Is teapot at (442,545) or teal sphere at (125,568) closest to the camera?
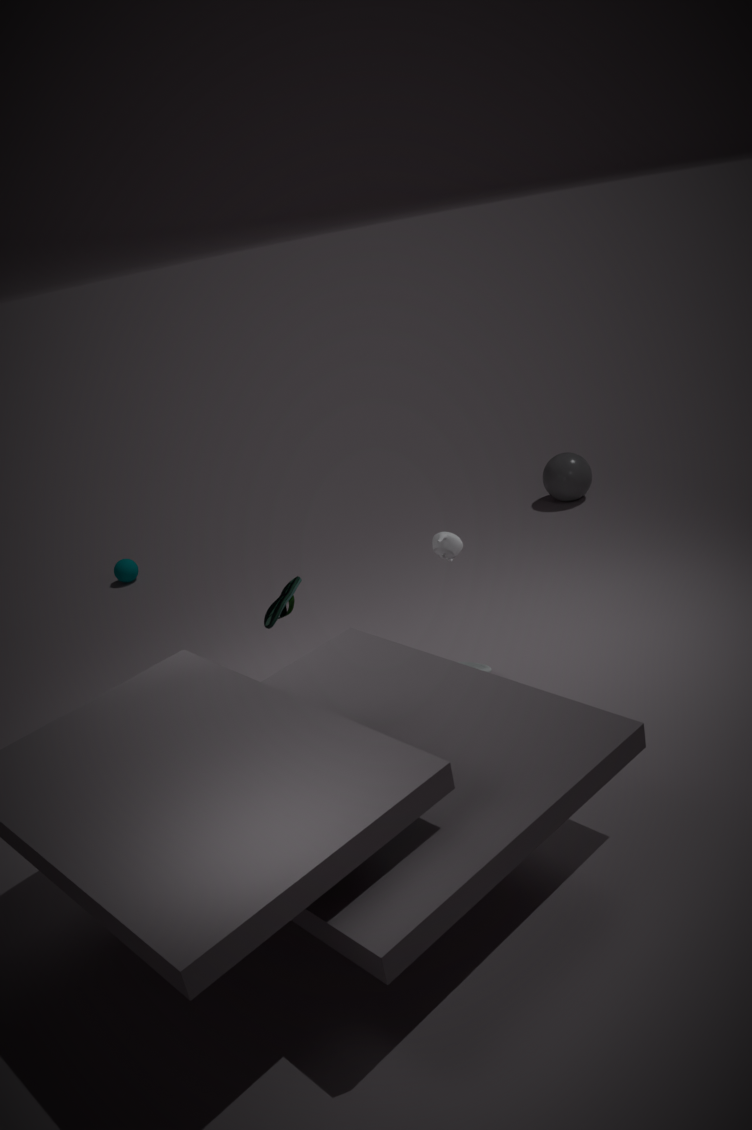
teapot at (442,545)
